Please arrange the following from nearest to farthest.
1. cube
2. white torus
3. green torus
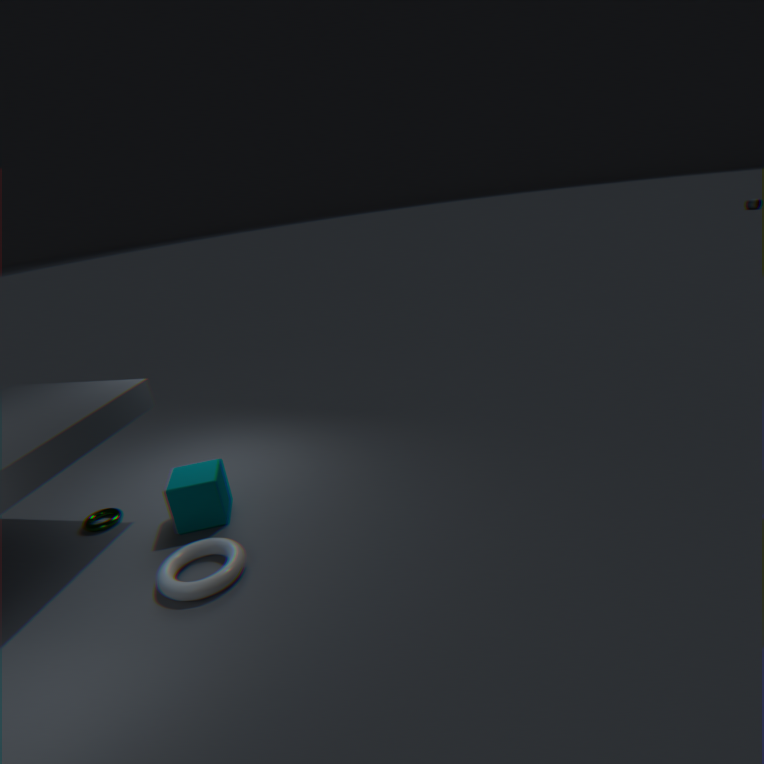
white torus < cube < green torus
